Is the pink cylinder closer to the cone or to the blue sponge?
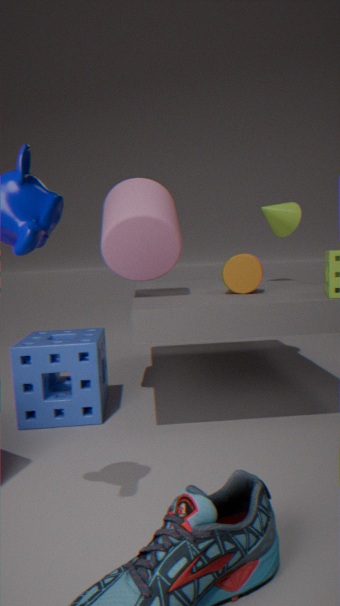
the blue sponge
